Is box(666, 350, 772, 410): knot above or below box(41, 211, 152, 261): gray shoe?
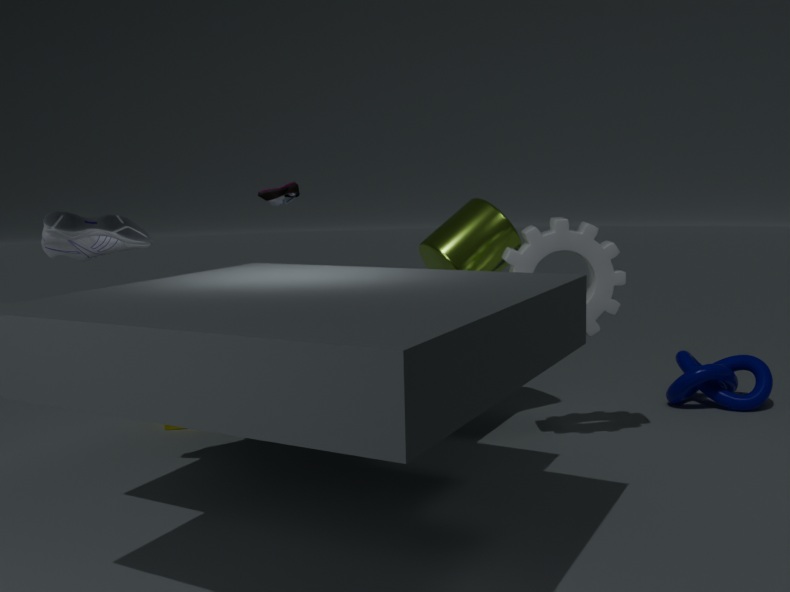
below
